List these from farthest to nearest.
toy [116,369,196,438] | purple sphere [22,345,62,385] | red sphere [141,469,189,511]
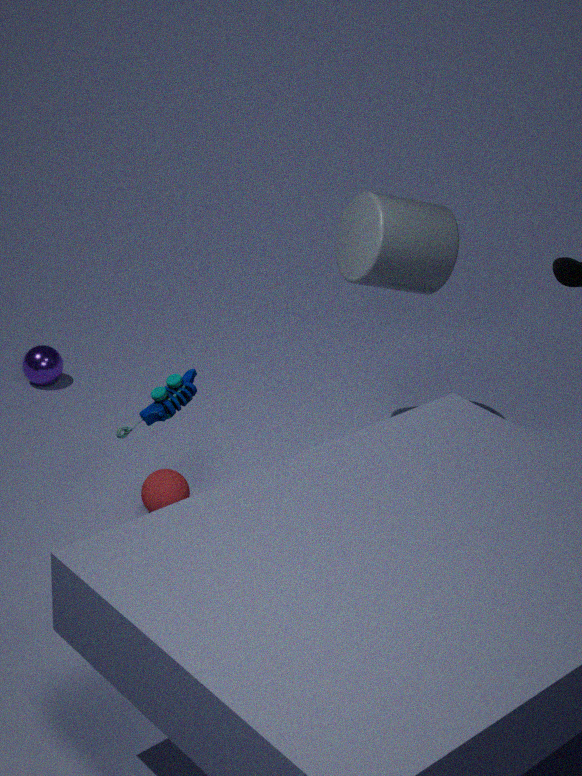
purple sphere [22,345,62,385]
red sphere [141,469,189,511]
toy [116,369,196,438]
